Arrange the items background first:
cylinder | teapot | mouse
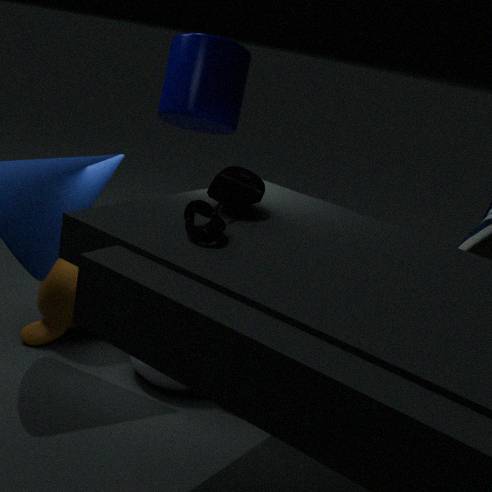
cylinder → teapot → mouse
